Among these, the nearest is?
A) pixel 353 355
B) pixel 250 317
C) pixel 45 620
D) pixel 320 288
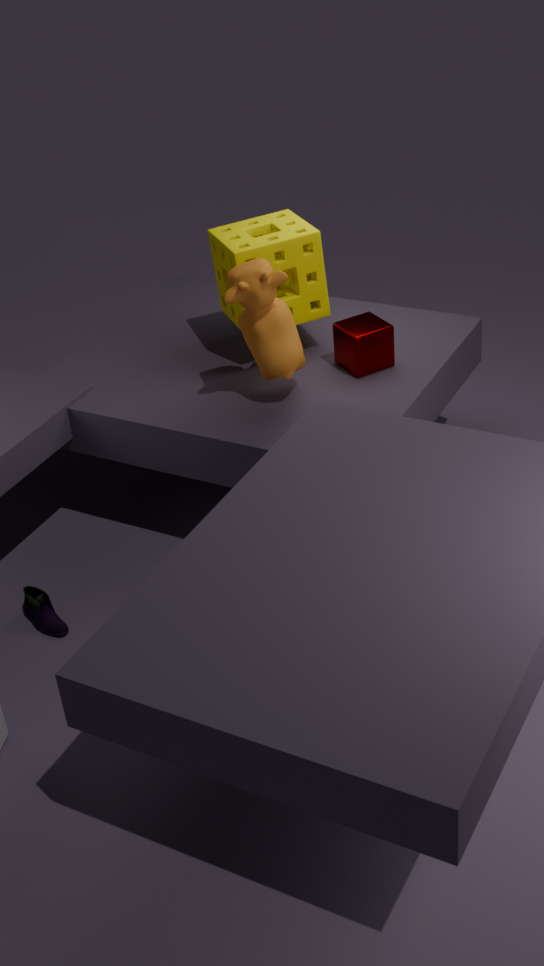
pixel 250 317
